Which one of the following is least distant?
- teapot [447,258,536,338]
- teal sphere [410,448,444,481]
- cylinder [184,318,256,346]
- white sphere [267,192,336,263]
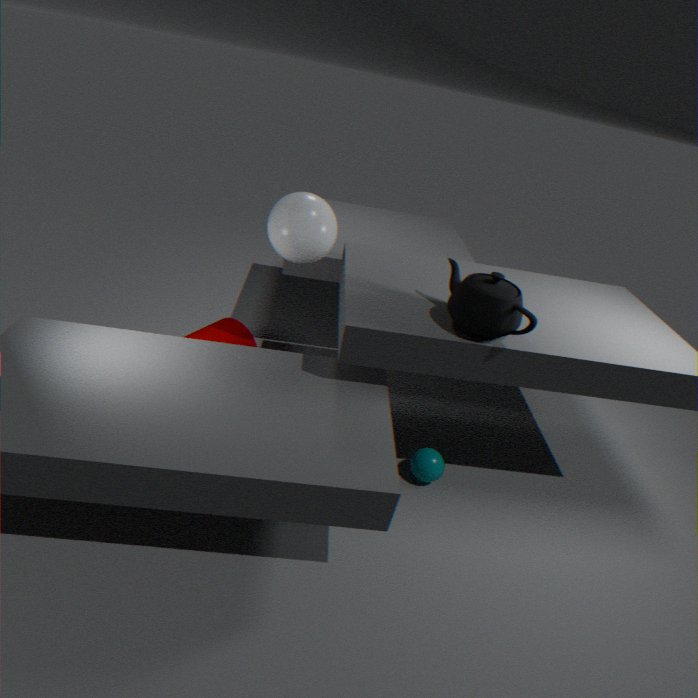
teapot [447,258,536,338]
